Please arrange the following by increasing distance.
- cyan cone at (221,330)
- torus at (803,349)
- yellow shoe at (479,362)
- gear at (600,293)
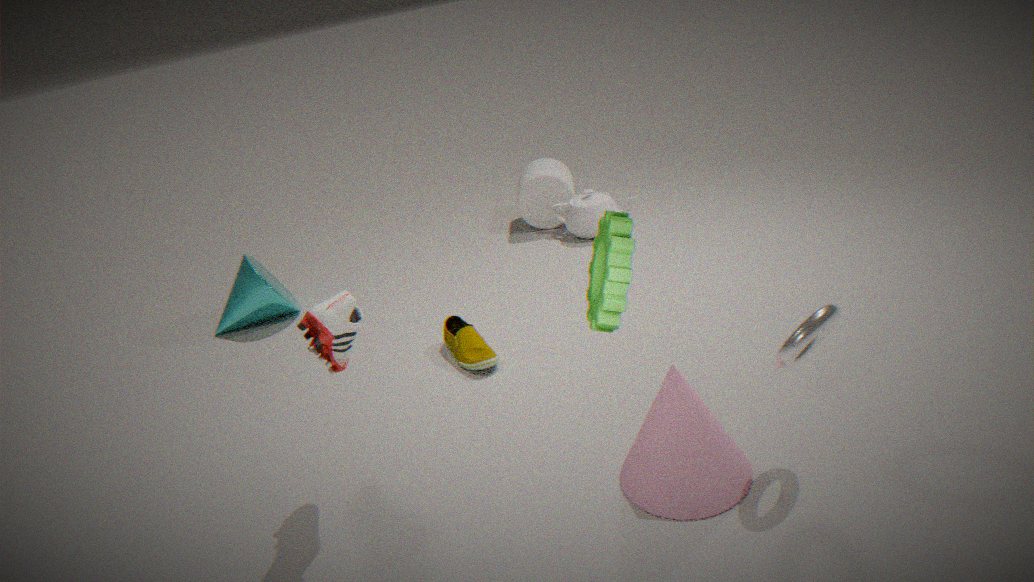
gear at (600,293), torus at (803,349), yellow shoe at (479,362), cyan cone at (221,330)
